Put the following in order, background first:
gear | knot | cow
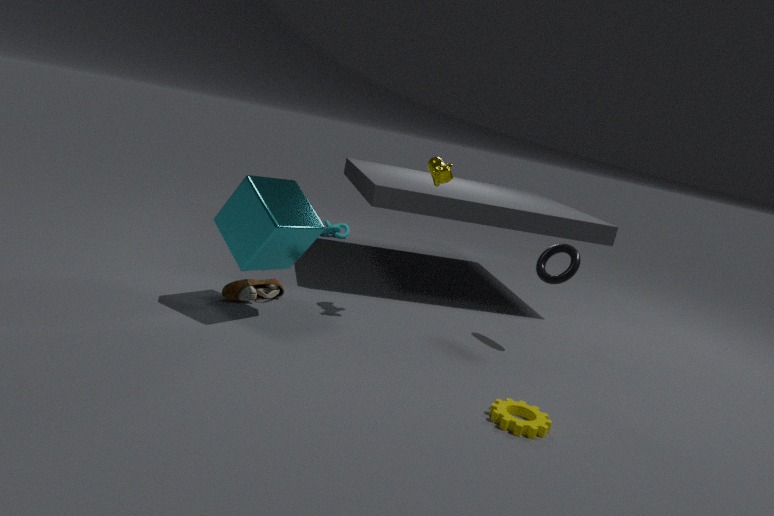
knot, cow, gear
